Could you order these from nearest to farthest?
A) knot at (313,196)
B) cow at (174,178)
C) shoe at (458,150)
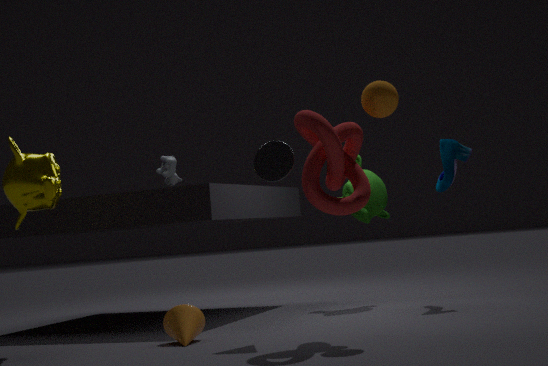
knot at (313,196) < shoe at (458,150) < cow at (174,178)
